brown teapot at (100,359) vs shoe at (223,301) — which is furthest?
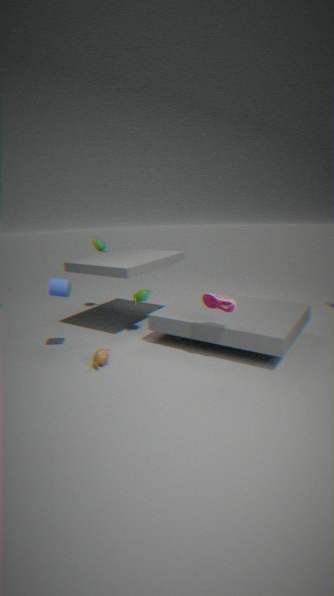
brown teapot at (100,359)
